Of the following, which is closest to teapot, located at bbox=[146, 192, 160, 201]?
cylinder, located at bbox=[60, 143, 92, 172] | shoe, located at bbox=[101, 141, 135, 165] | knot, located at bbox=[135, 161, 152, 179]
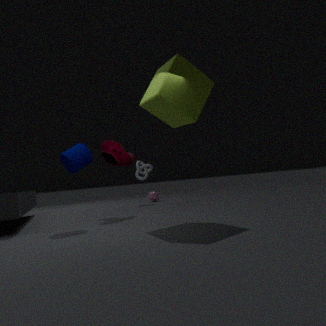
knot, located at bbox=[135, 161, 152, 179]
